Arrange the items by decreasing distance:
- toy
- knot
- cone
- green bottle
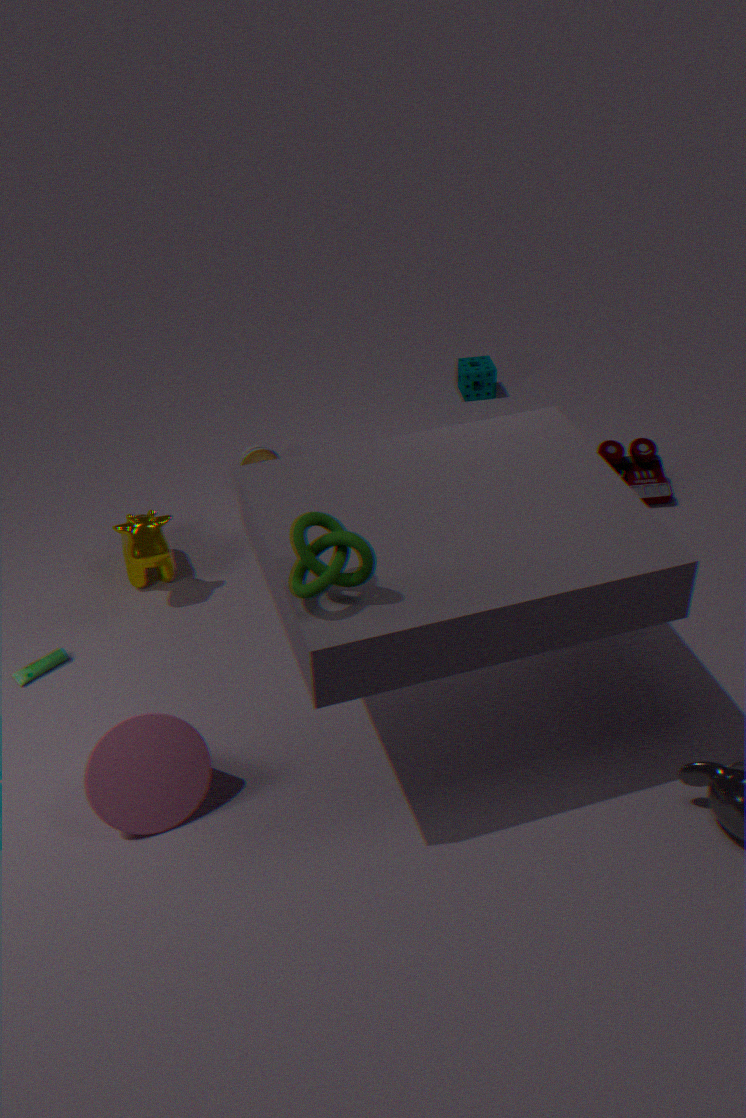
toy, green bottle, cone, knot
